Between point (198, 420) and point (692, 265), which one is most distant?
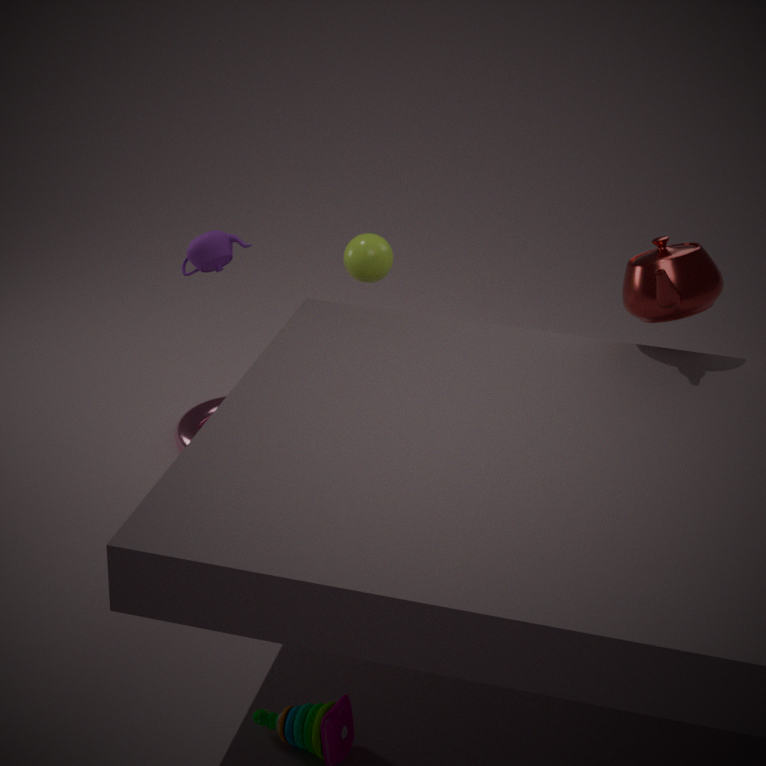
point (198, 420)
